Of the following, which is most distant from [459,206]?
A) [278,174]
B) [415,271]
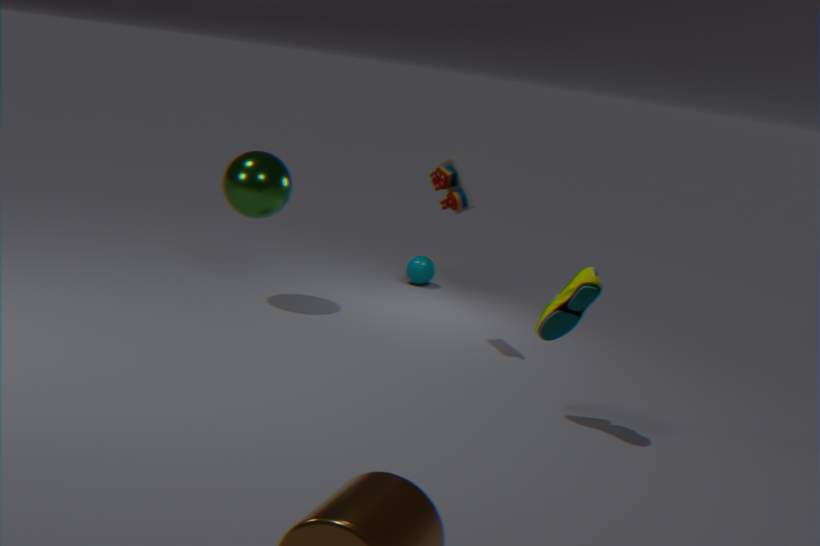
[415,271]
